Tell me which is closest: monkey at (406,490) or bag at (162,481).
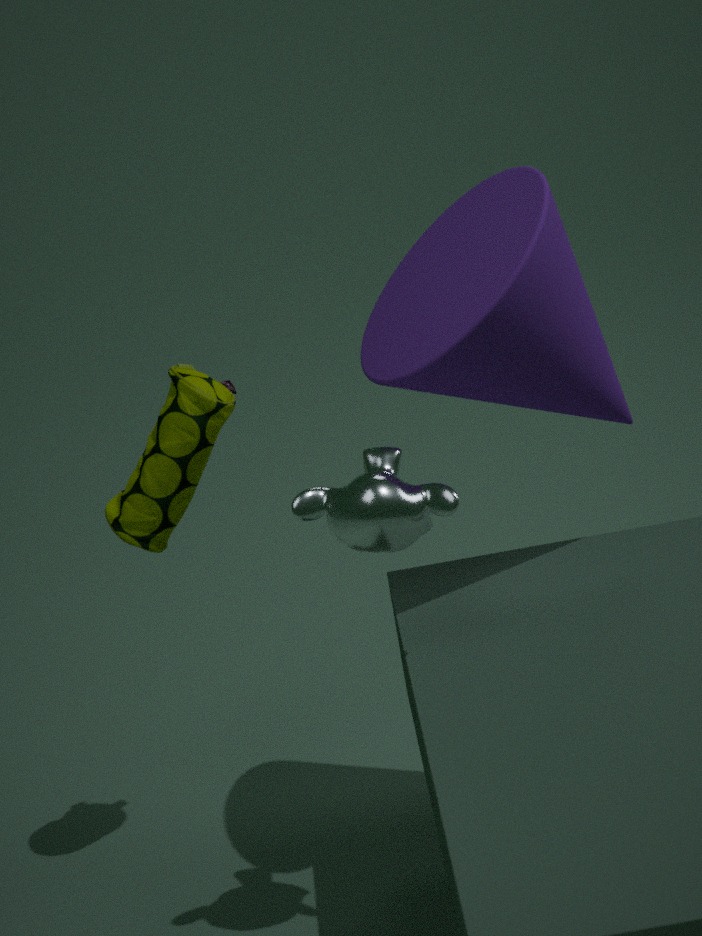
monkey at (406,490)
